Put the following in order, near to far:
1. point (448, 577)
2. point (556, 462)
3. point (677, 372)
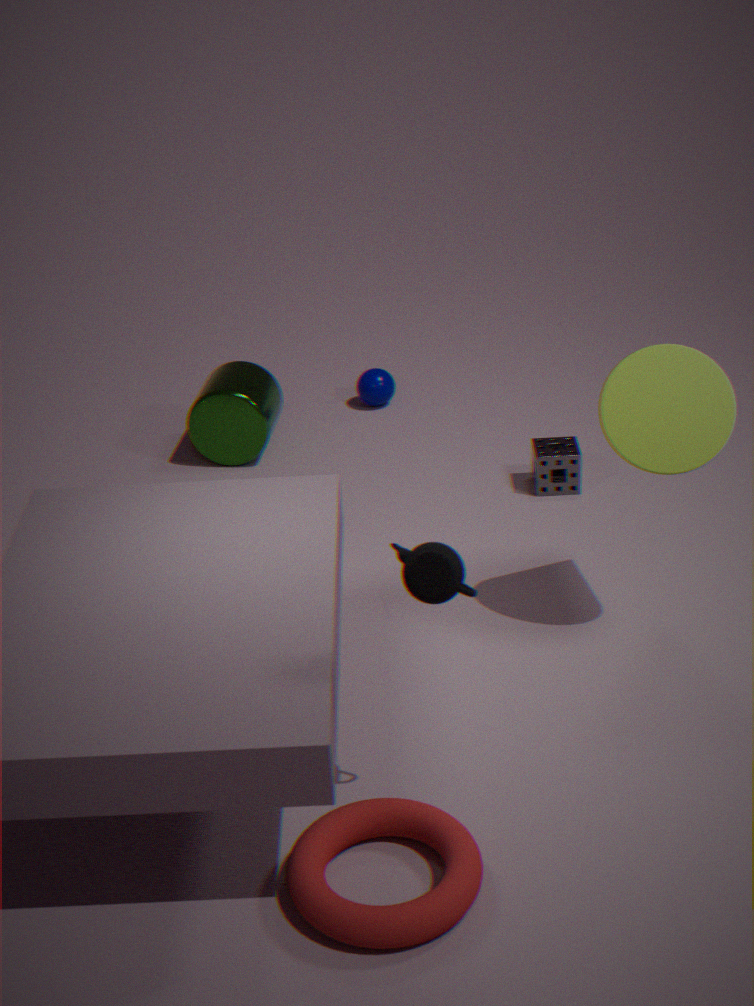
point (448, 577), point (677, 372), point (556, 462)
